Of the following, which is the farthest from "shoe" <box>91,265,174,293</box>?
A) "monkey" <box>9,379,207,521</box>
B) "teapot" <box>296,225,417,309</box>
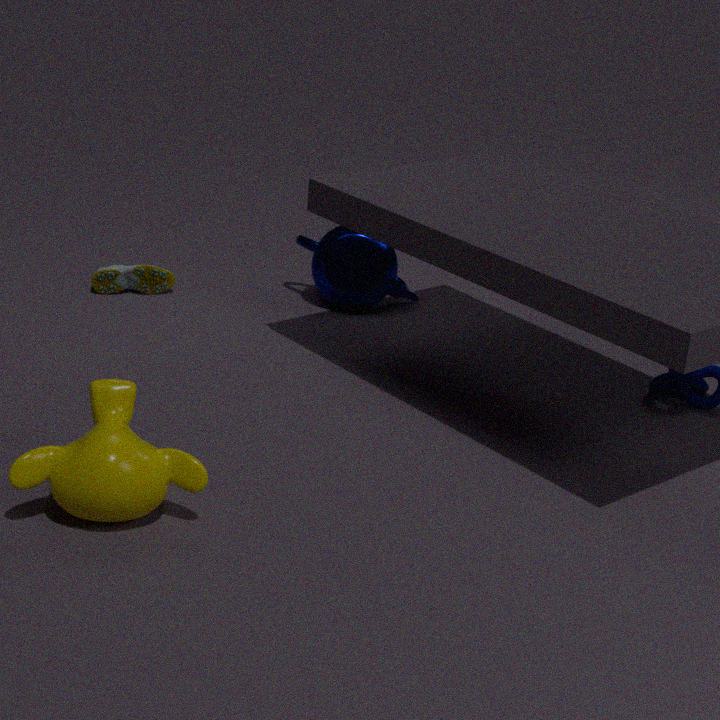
"monkey" <box>9,379,207,521</box>
